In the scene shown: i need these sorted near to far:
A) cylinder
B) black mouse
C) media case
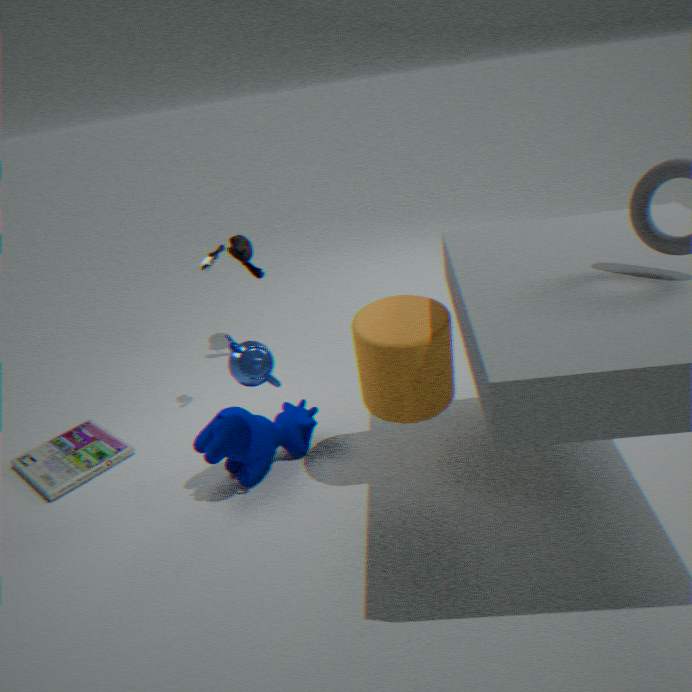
1. cylinder
2. media case
3. black mouse
